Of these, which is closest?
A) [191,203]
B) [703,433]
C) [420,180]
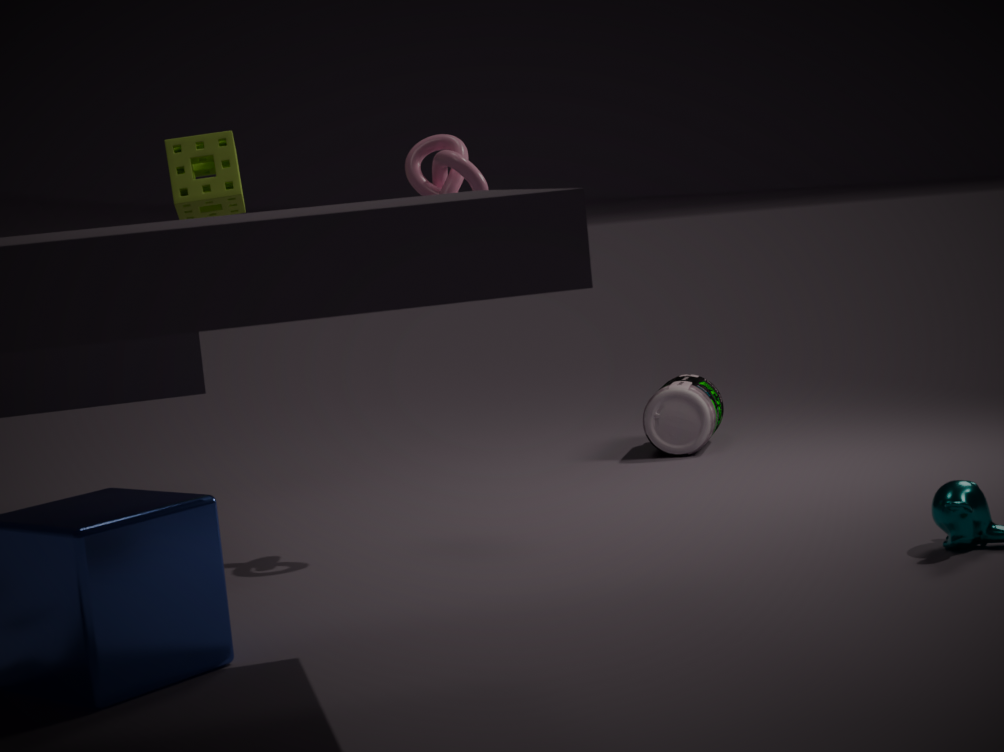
[420,180]
